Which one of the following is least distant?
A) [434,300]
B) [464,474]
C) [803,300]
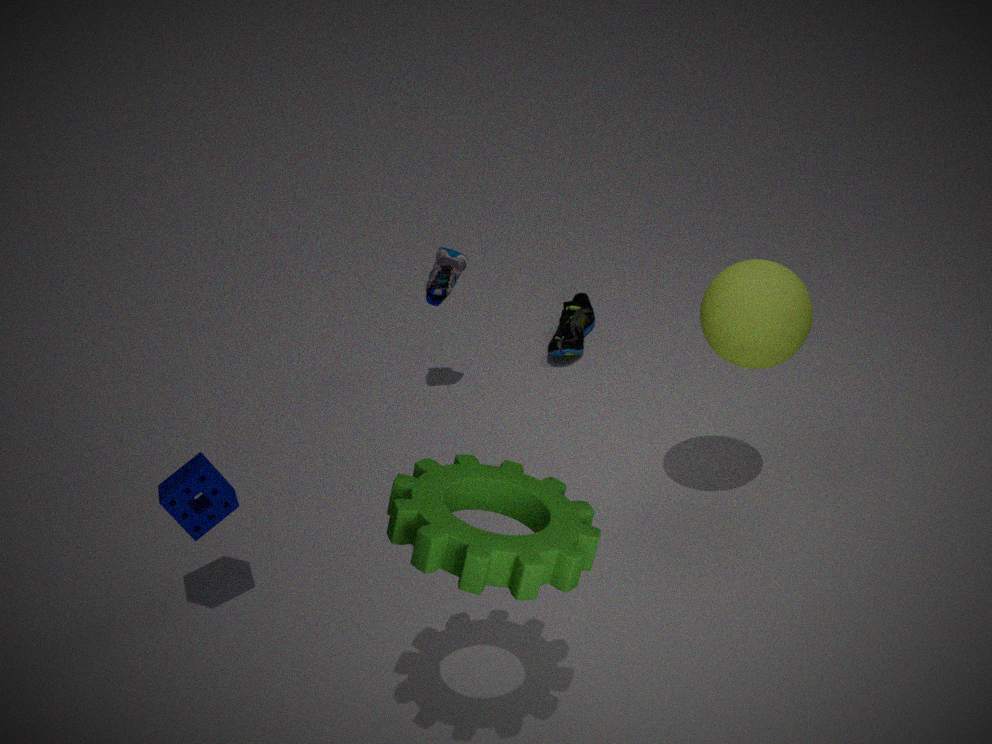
[464,474]
